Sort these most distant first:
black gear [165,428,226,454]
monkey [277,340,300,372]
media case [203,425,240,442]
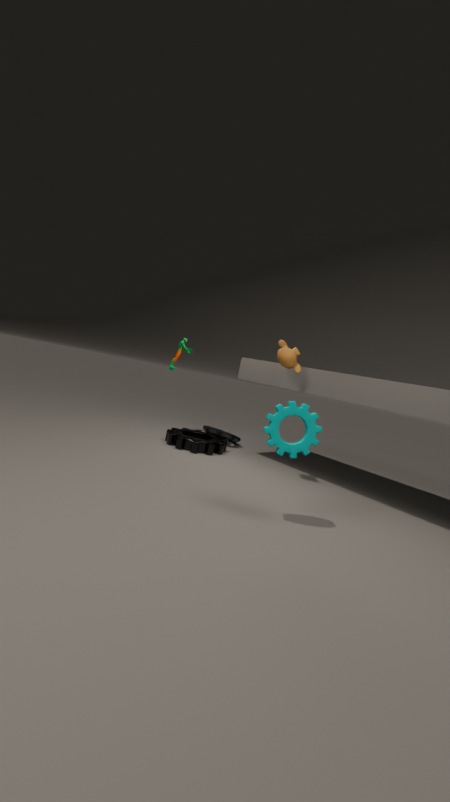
media case [203,425,240,442] → black gear [165,428,226,454] → monkey [277,340,300,372]
